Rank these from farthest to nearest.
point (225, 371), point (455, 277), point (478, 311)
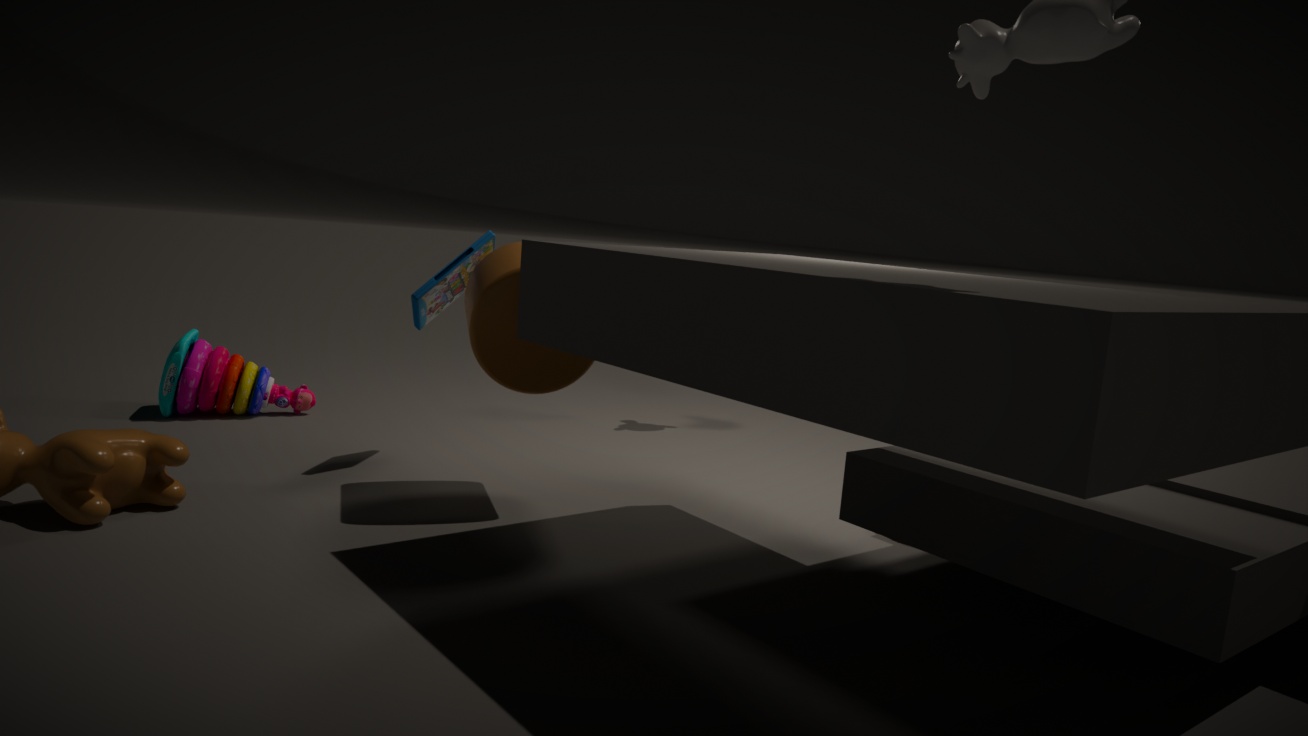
1. point (225, 371)
2. point (455, 277)
3. point (478, 311)
